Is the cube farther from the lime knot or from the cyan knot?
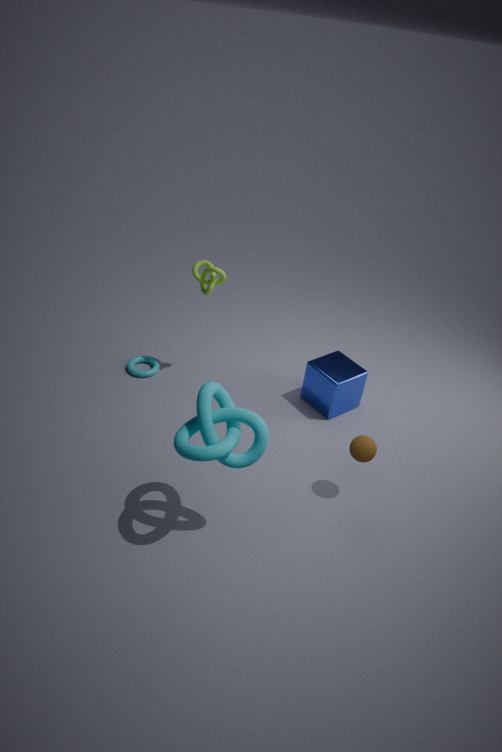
the cyan knot
